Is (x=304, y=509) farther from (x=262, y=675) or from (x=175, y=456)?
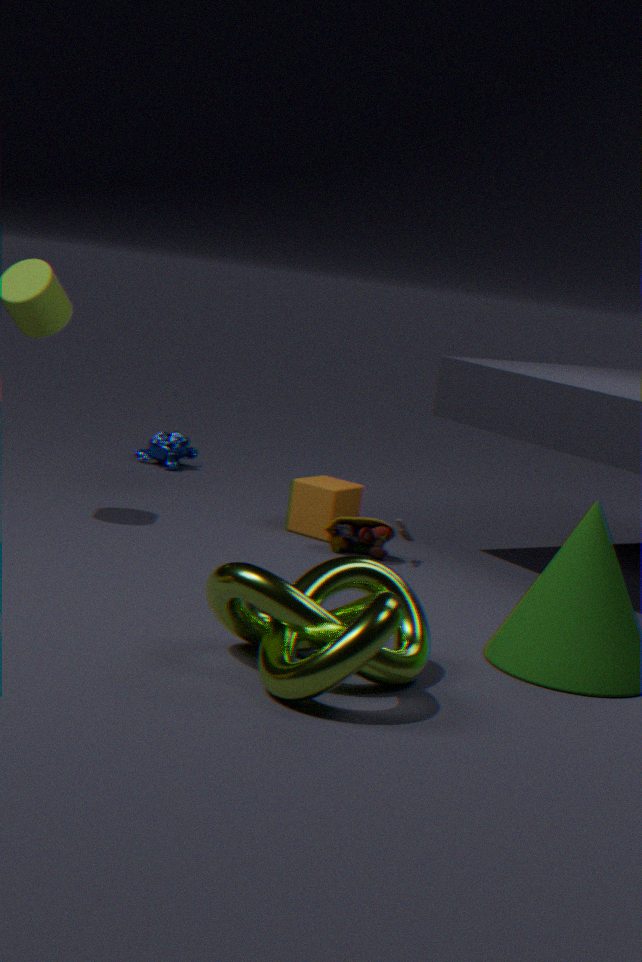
(x=262, y=675)
